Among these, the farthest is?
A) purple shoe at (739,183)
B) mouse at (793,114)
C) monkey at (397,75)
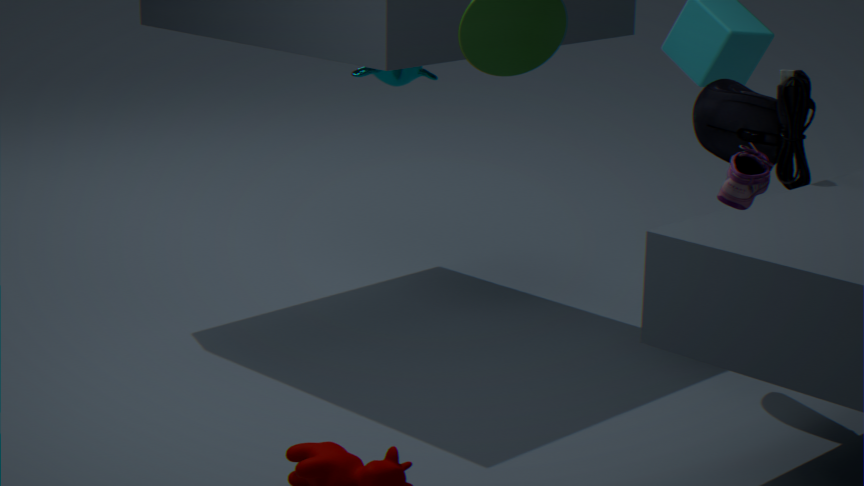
monkey at (397,75)
